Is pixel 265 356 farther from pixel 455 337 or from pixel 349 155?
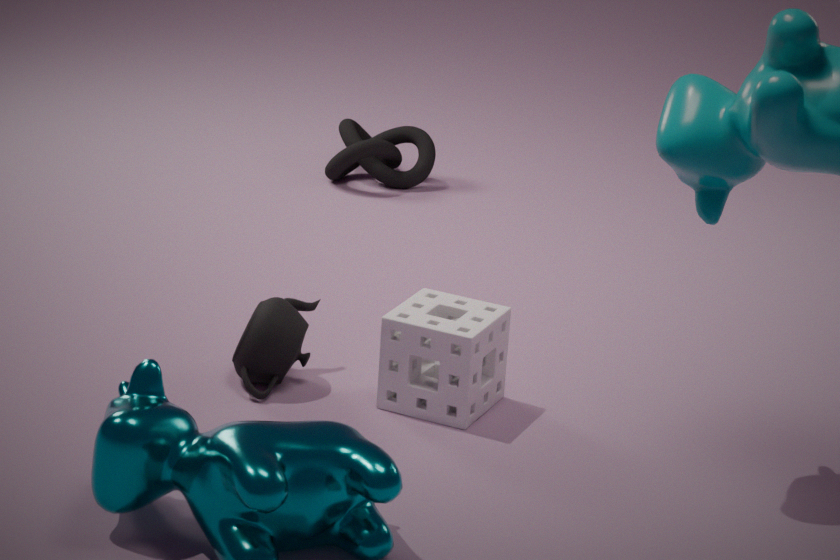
pixel 349 155
